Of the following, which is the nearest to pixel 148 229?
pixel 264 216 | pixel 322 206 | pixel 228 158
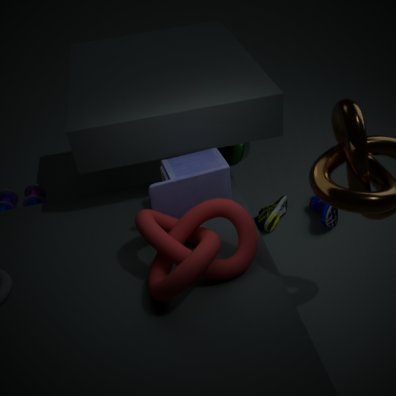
pixel 228 158
